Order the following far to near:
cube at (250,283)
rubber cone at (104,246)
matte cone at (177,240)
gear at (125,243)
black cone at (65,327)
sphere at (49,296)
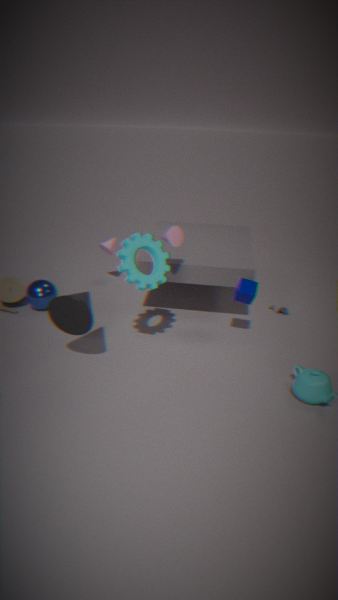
1. rubber cone at (104,246)
2. sphere at (49,296)
3. cube at (250,283)
4. matte cone at (177,240)
5. gear at (125,243)
6. black cone at (65,327)
